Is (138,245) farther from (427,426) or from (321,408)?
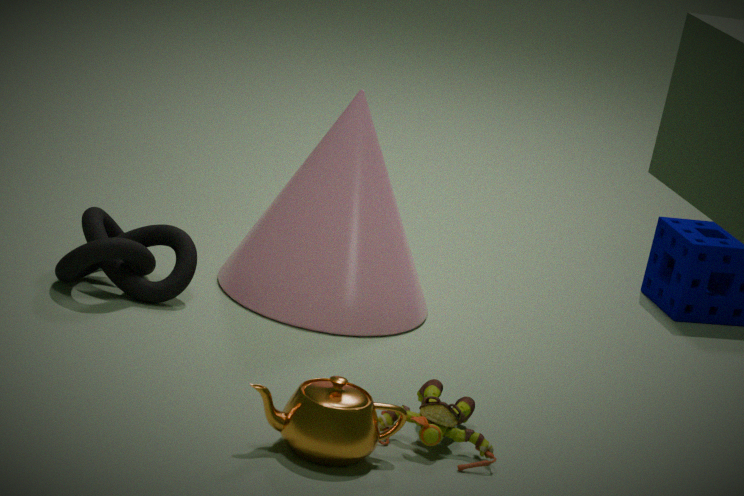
(427,426)
